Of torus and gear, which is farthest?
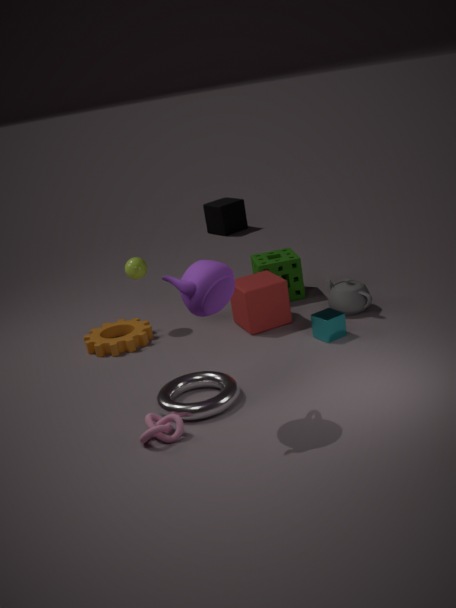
gear
